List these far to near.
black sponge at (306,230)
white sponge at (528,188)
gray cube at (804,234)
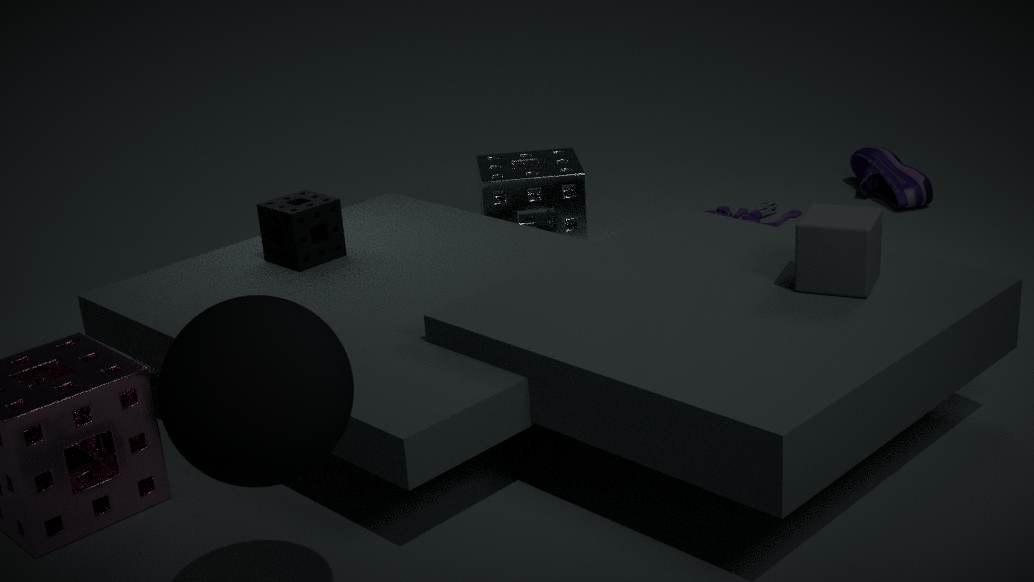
white sponge at (528,188) → black sponge at (306,230) → gray cube at (804,234)
